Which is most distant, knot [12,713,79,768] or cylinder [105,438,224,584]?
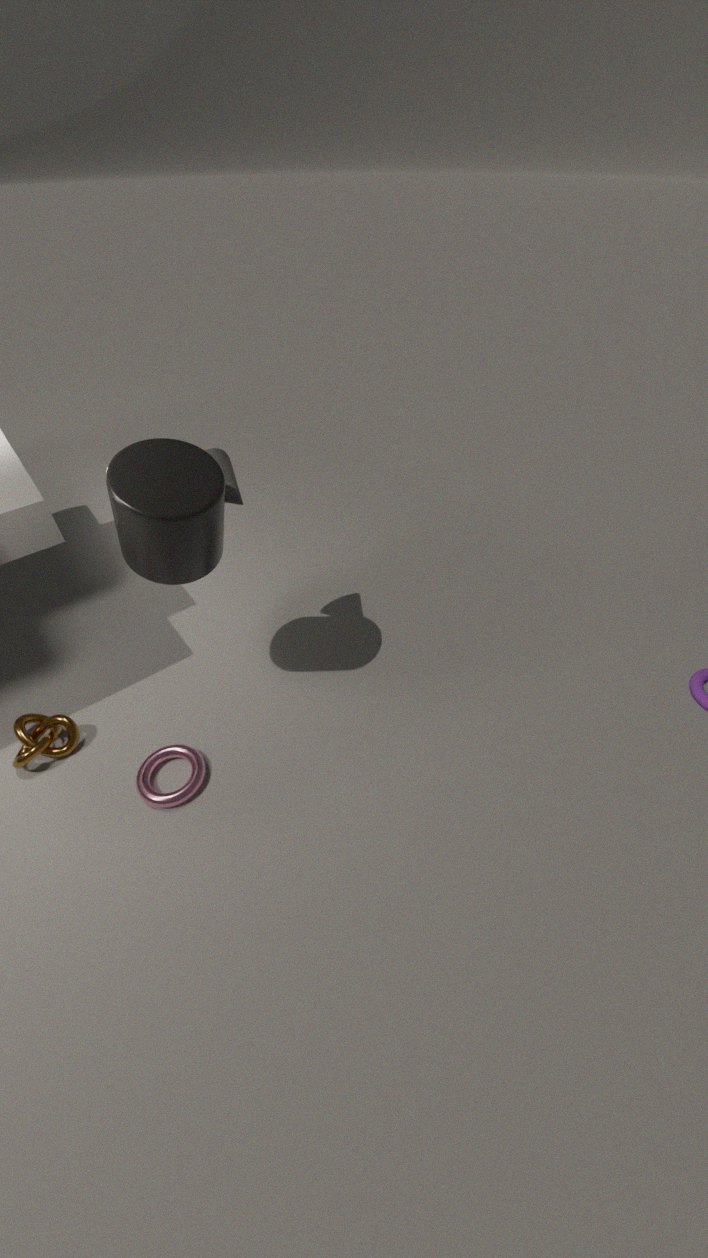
knot [12,713,79,768]
